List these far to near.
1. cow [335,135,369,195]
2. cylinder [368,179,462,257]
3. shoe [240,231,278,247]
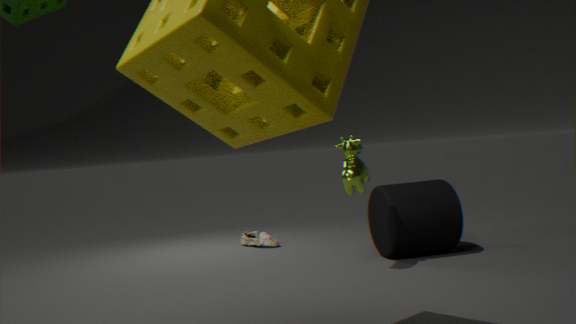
1. shoe [240,231,278,247]
2. cylinder [368,179,462,257]
3. cow [335,135,369,195]
